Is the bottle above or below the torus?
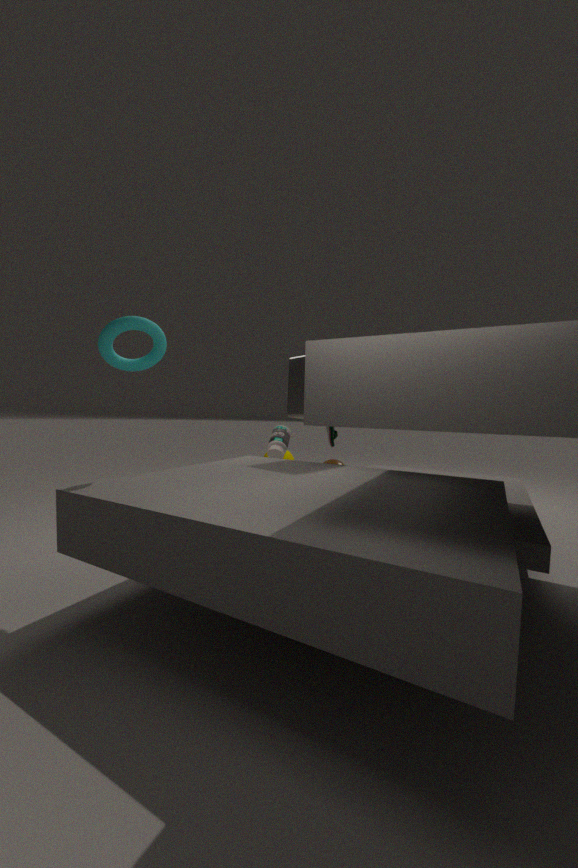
below
